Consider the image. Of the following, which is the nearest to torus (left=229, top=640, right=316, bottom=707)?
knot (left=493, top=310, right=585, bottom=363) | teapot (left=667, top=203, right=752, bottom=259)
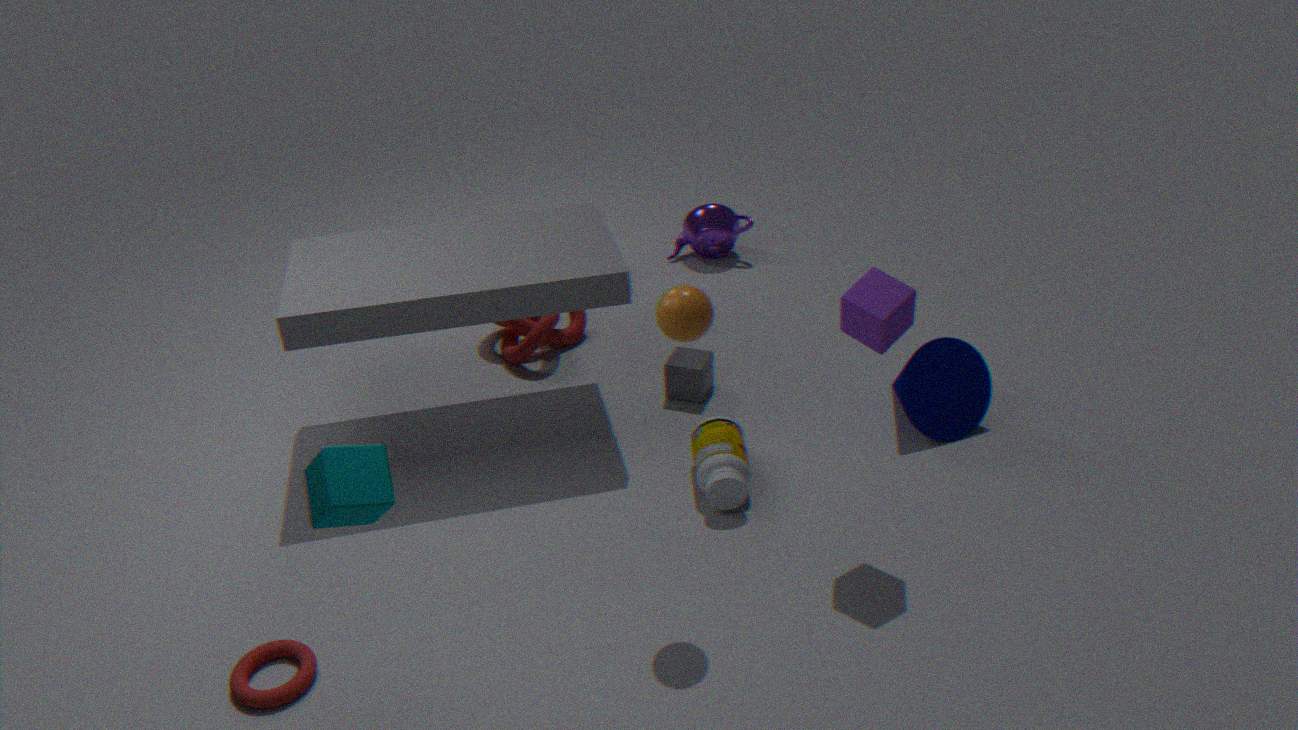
knot (left=493, top=310, right=585, bottom=363)
